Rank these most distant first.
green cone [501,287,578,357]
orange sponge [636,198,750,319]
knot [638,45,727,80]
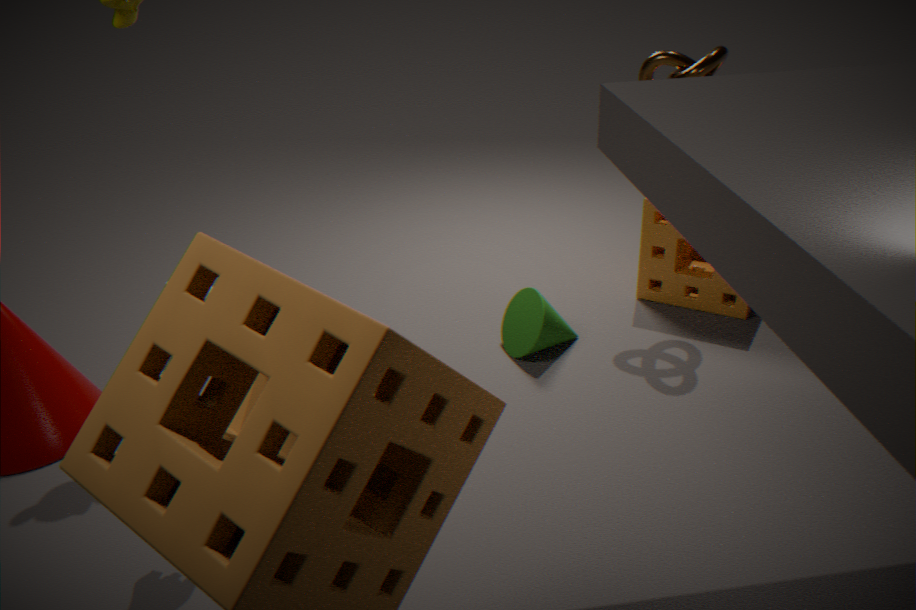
orange sponge [636,198,750,319] < green cone [501,287,578,357] < knot [638,45,727,80]
